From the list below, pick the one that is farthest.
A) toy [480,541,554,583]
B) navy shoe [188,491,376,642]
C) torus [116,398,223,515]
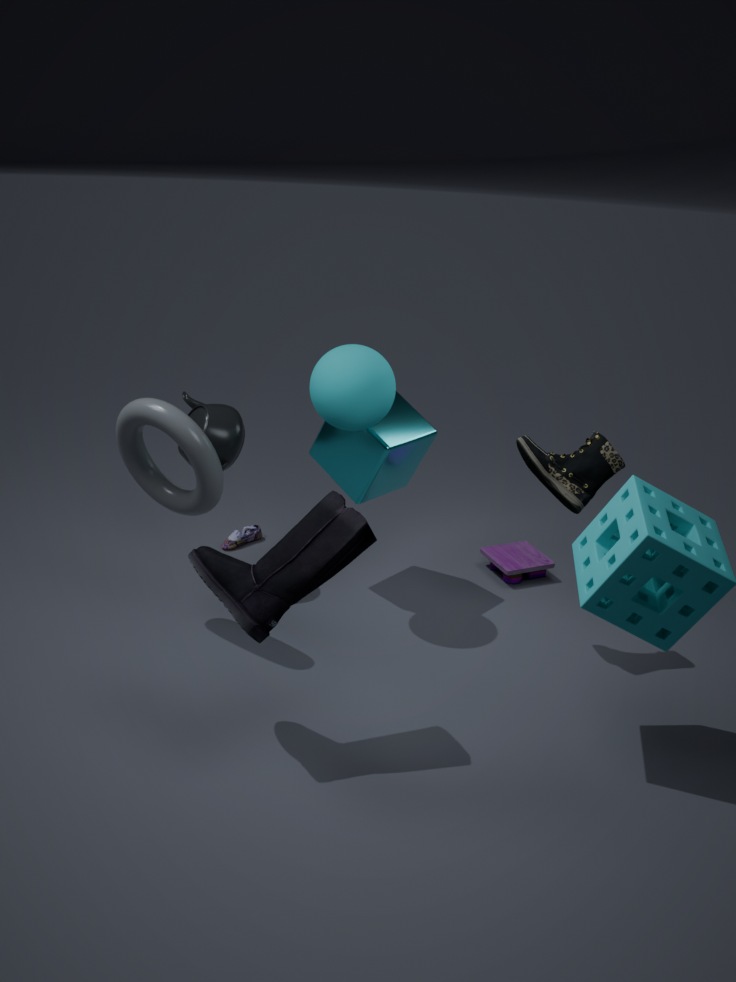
toy [480,541,554,583]
